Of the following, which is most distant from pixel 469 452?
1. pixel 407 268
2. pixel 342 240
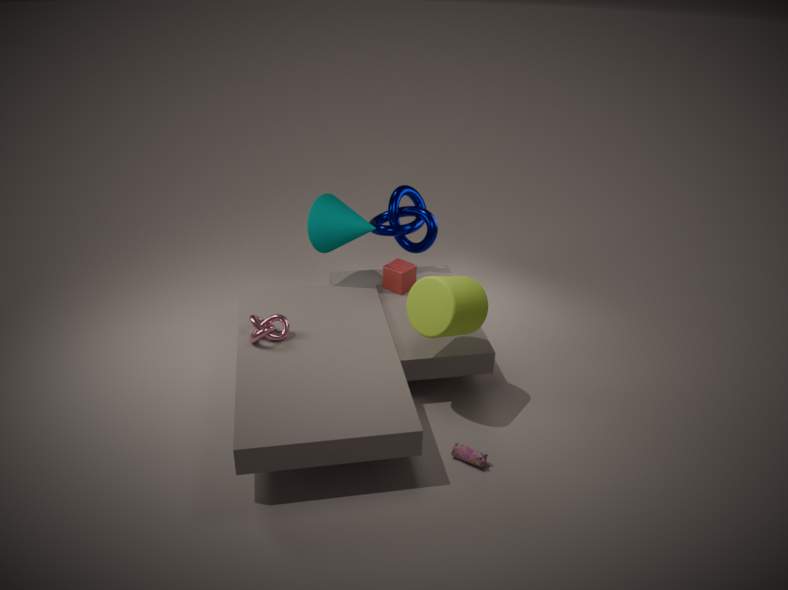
pixel 342 240
